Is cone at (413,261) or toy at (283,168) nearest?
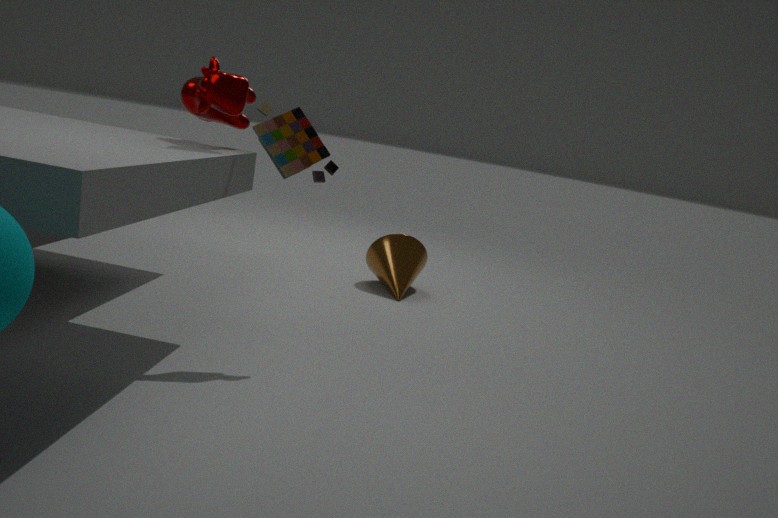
toy at (283,168)
